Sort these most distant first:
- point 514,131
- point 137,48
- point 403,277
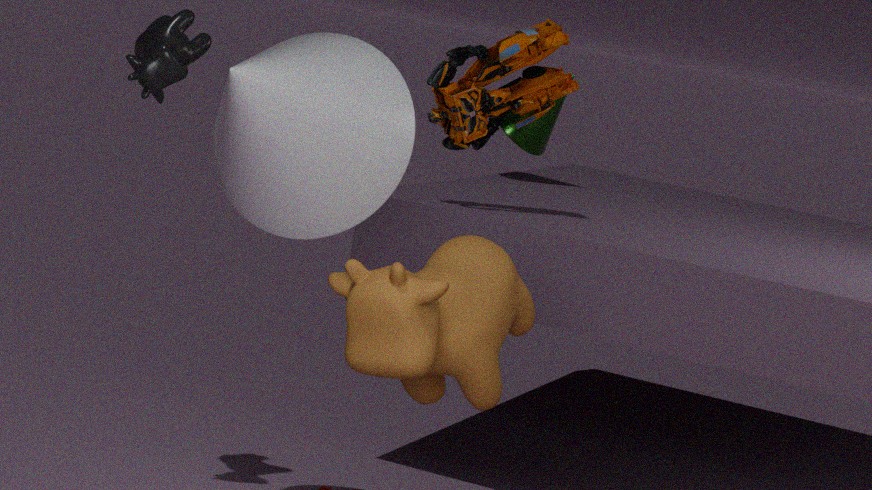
point 514,131 → point 137,48 → point 403,277
